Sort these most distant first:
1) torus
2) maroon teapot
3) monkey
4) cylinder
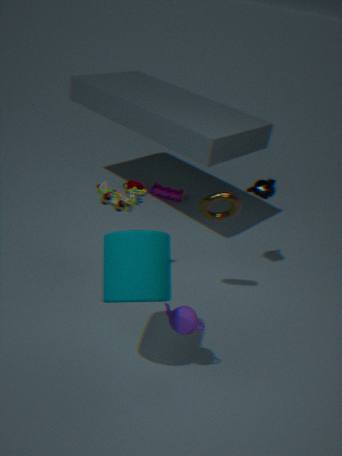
2. maroon teapot → 3. monkey → 1. torus → 4. cylinder
